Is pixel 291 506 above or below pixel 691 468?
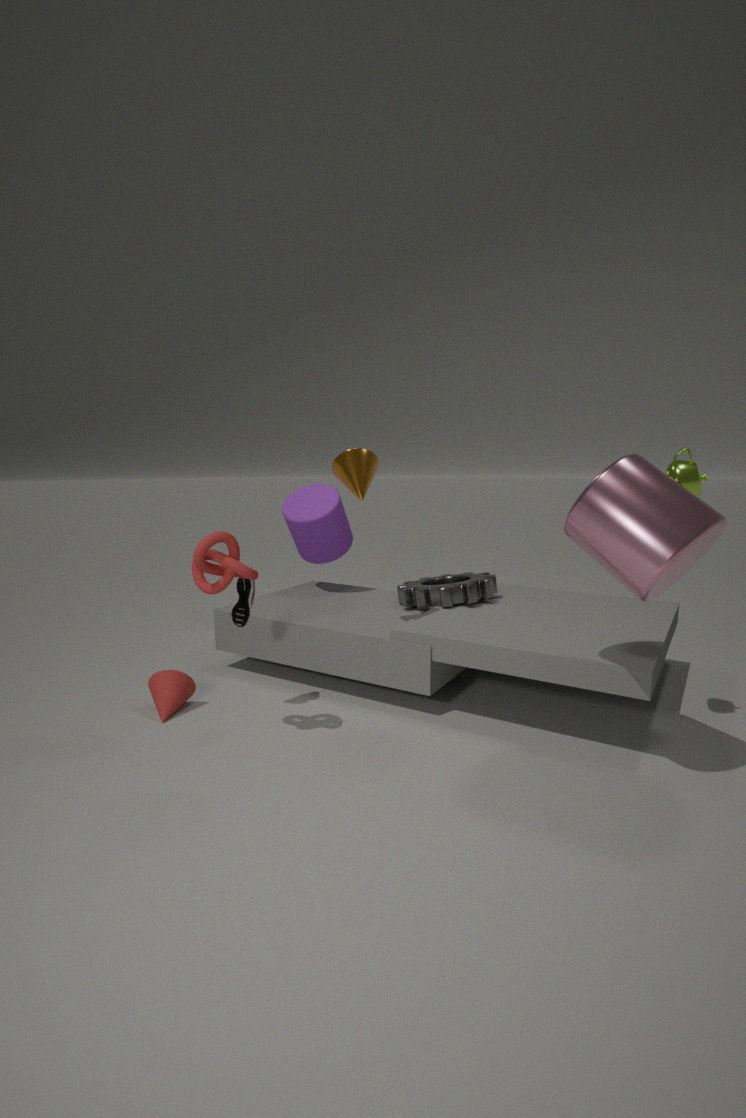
below
